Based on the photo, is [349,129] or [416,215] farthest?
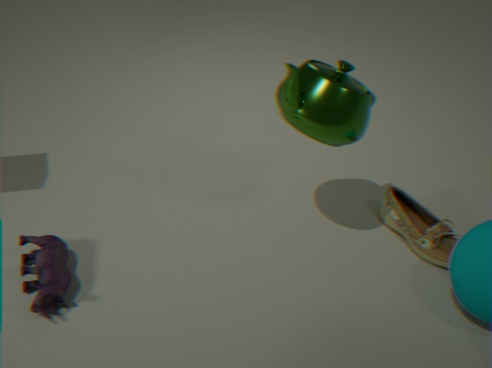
[416,215]
